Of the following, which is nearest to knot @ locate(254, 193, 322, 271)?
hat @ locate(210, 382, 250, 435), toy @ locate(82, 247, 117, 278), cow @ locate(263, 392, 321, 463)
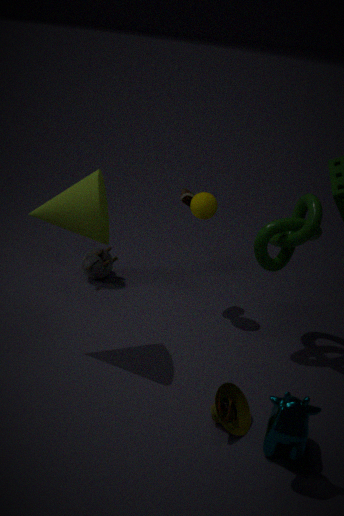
hat @ locate(210, 382, 250, 435)
